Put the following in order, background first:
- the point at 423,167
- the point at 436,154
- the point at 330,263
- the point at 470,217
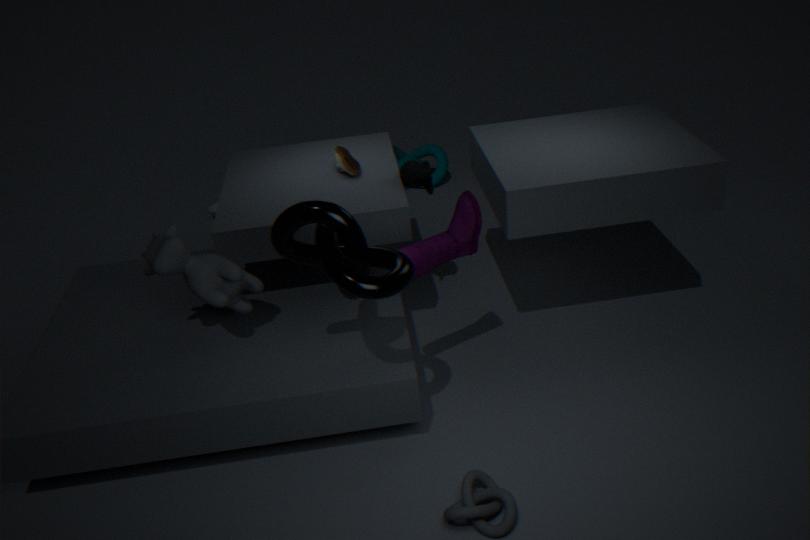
1. the point at 436,154
2. the point at 423,167
3. the point at 470,217
4. the point at 330,263
